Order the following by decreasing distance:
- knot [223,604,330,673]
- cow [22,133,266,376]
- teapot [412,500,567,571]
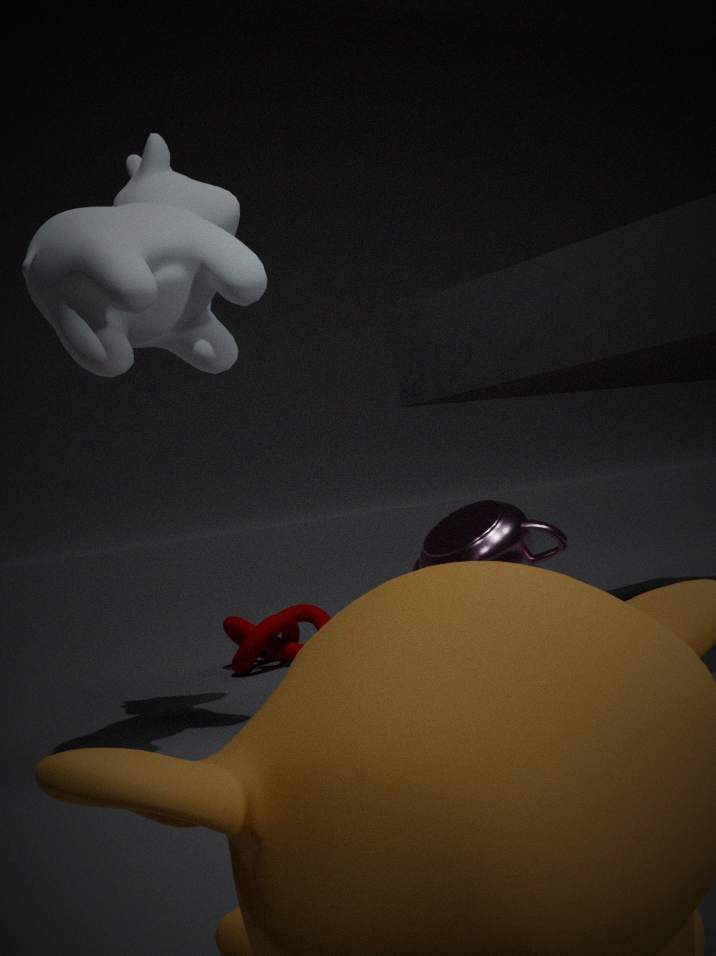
1. teapot [412,500,567,571]
2. knot [223,604,330,673]
3. cow [22,133,266,376]
